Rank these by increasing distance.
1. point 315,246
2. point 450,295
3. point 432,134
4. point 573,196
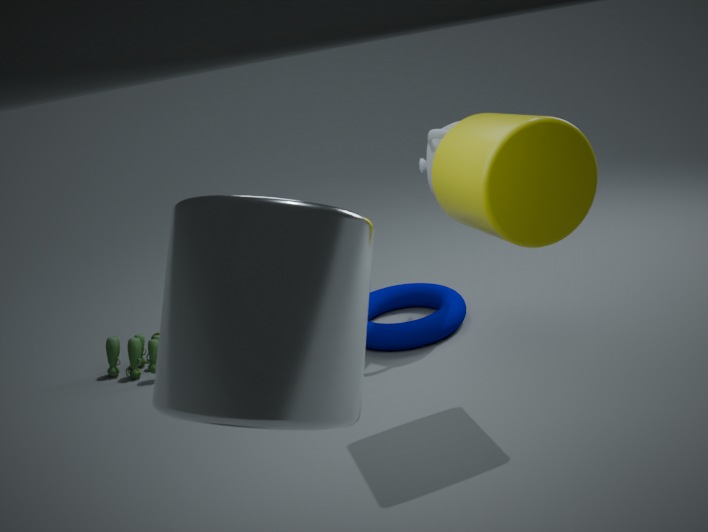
point 315,246 → point 573,196 → point 432,134 → point 450,295
